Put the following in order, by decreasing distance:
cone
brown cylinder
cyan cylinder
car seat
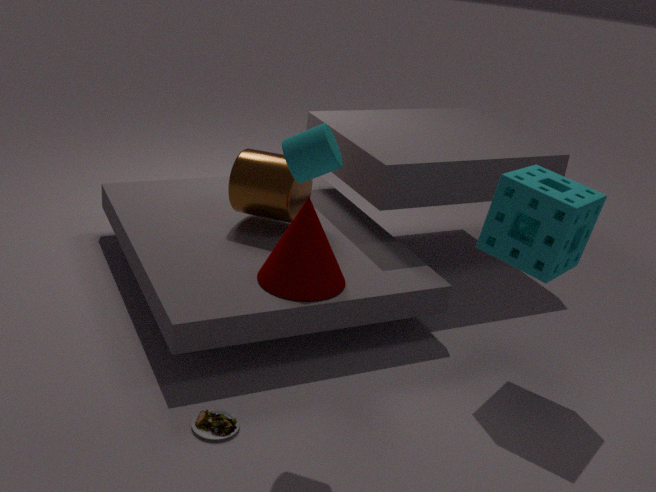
brown cylinder < cone < car seat < cyan cylinder
